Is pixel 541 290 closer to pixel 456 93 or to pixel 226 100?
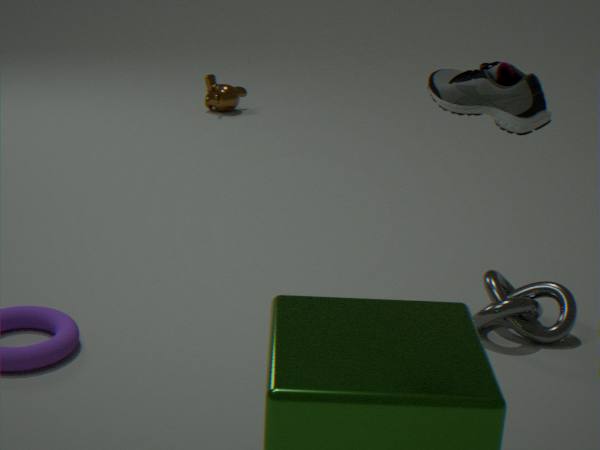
pixel 456 93
